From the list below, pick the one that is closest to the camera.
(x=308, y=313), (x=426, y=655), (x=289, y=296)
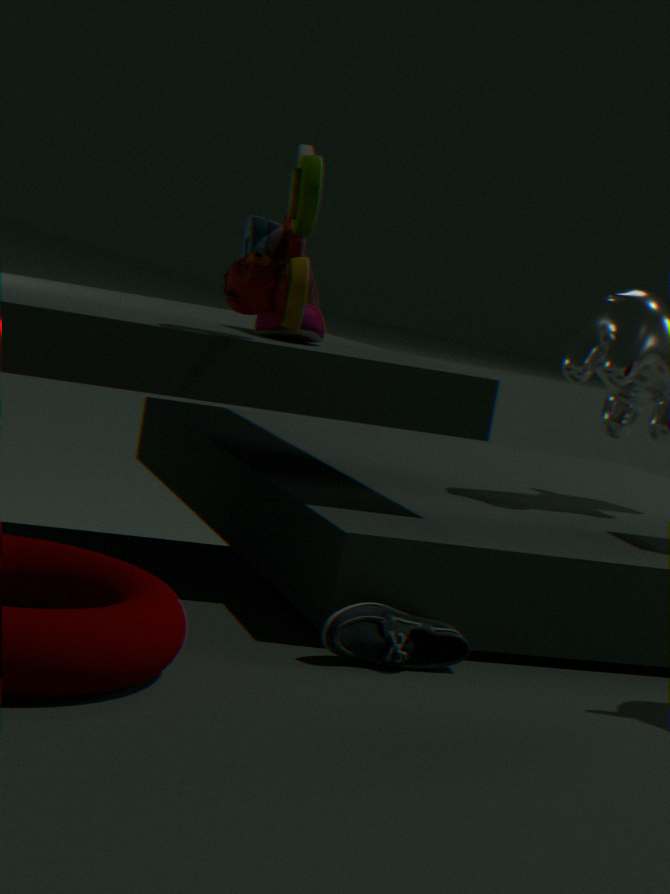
(x=289, y=296)
